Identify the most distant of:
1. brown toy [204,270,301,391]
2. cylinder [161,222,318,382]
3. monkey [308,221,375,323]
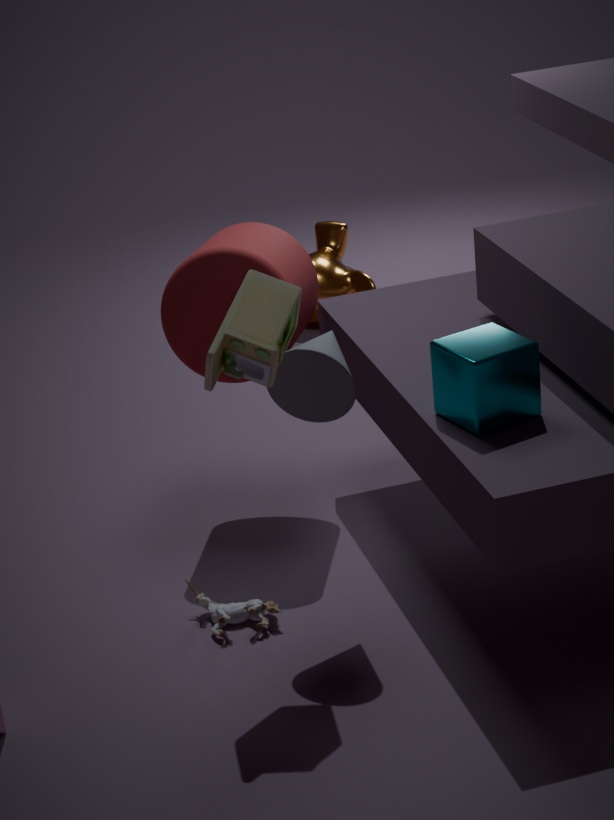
monkey [308,221,375,323]
